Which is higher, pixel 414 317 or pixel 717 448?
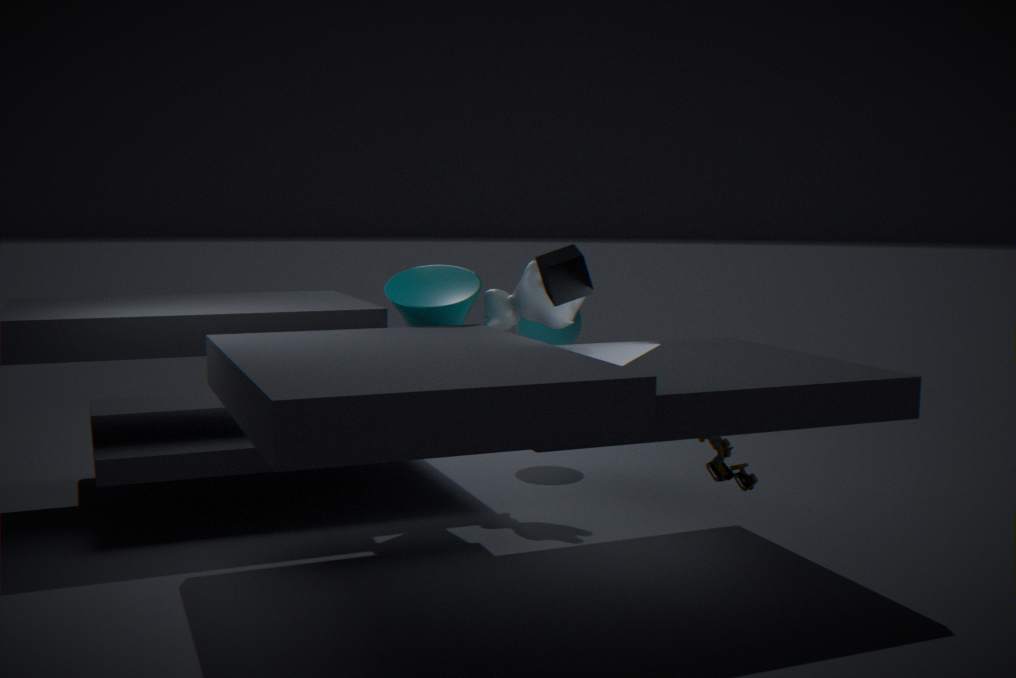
pixel 414 317
